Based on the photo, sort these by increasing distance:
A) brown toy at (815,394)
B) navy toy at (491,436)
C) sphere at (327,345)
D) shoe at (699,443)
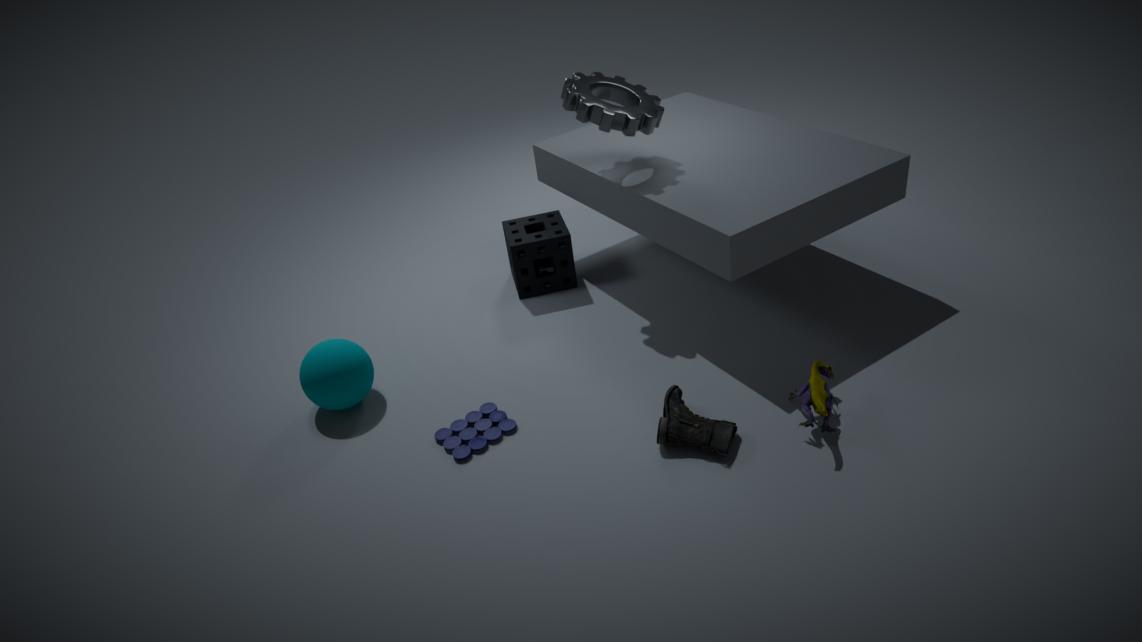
brown toy at (815,394) → shoe at (699,443) → navy toy at (491,436) → sphere at (327,345)
